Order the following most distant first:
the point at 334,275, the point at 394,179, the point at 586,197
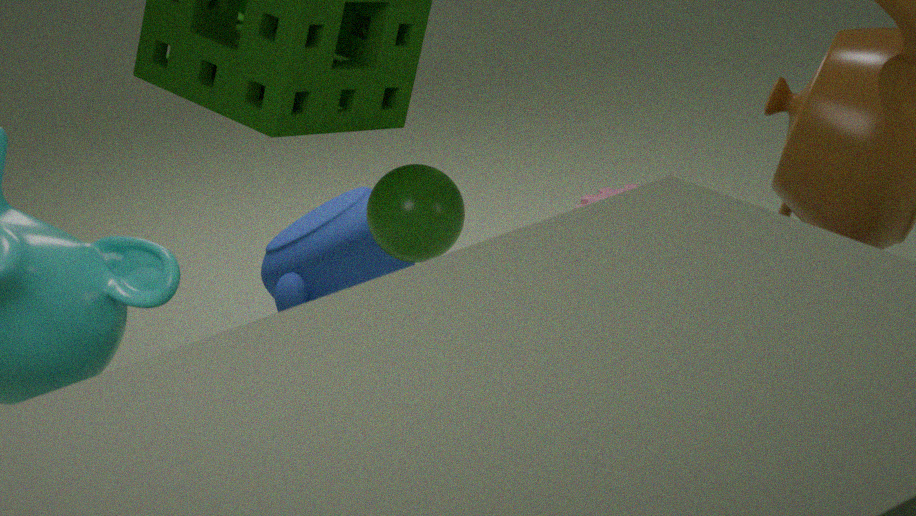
1. the point at 586,197
2. the point at 334,275
3. the point at 394,179
